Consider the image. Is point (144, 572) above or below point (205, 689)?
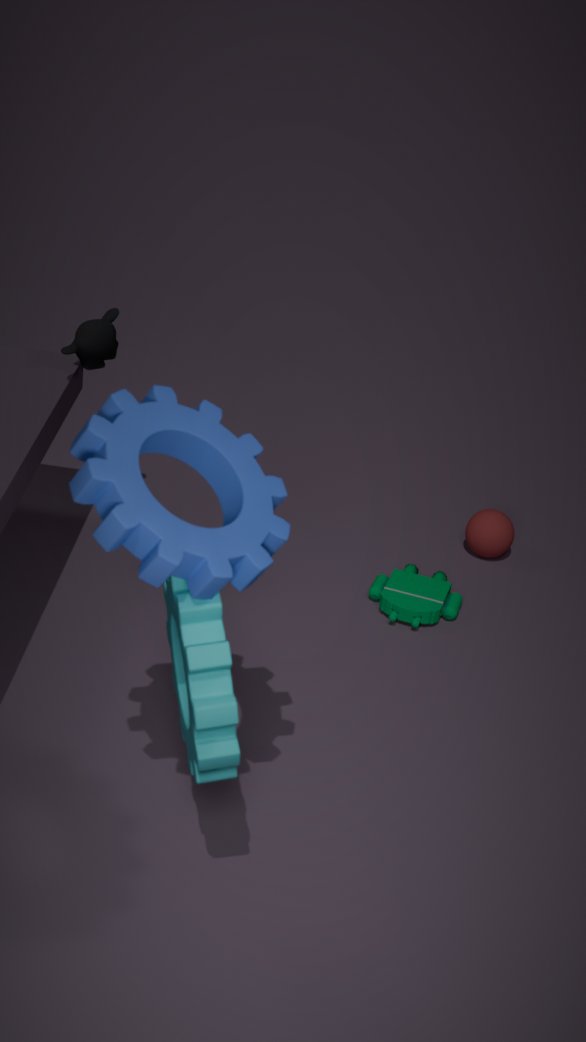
above
